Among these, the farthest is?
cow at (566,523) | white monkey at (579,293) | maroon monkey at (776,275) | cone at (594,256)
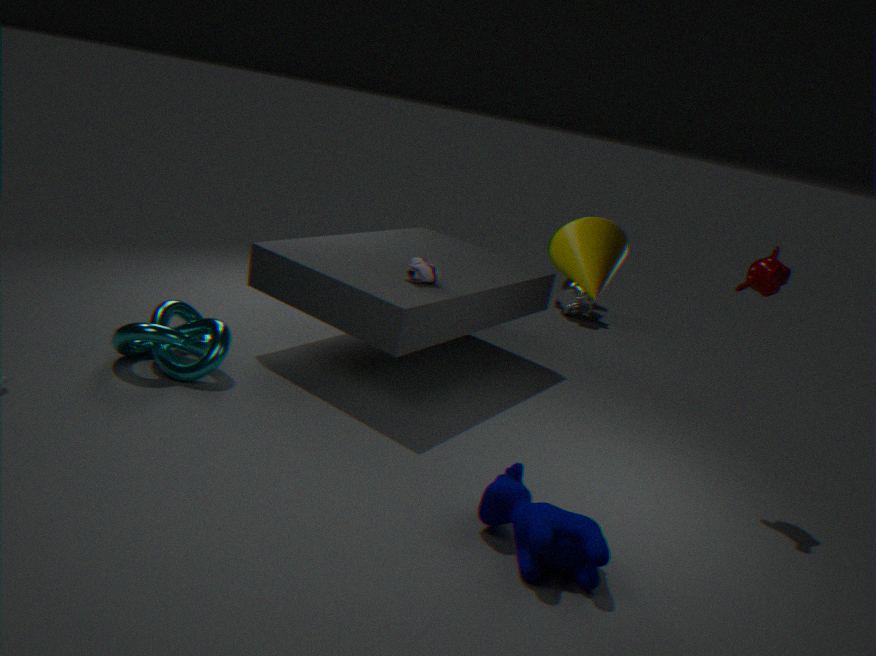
white monkey at (579,293)
